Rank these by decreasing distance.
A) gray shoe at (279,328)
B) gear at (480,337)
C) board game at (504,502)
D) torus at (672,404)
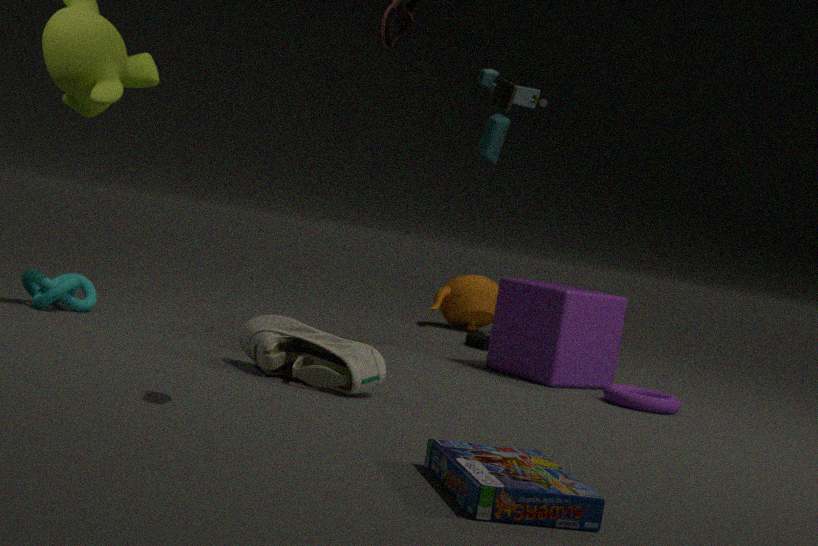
gear at (480,337) < torus at (672,404) < gray shoe at (279,328) < board game at (504,502)
